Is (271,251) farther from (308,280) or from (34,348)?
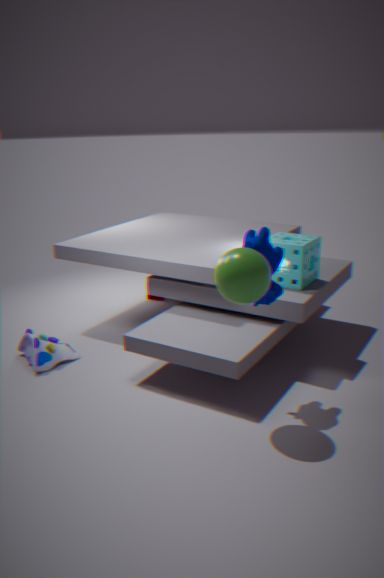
(34,348)
